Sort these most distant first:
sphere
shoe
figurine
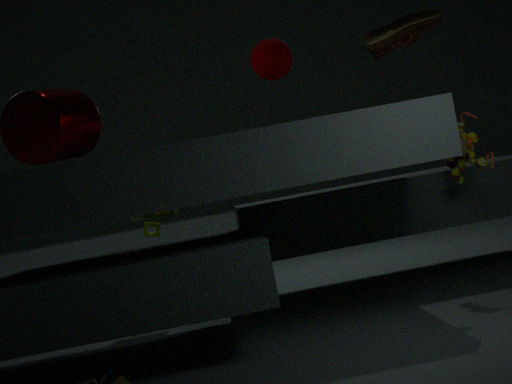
sphere → shoe → figurine
